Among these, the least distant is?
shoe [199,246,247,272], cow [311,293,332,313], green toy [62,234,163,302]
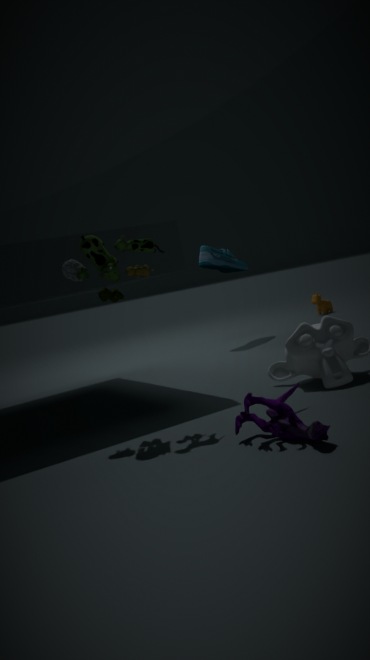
green toy [62,234,163,302]
